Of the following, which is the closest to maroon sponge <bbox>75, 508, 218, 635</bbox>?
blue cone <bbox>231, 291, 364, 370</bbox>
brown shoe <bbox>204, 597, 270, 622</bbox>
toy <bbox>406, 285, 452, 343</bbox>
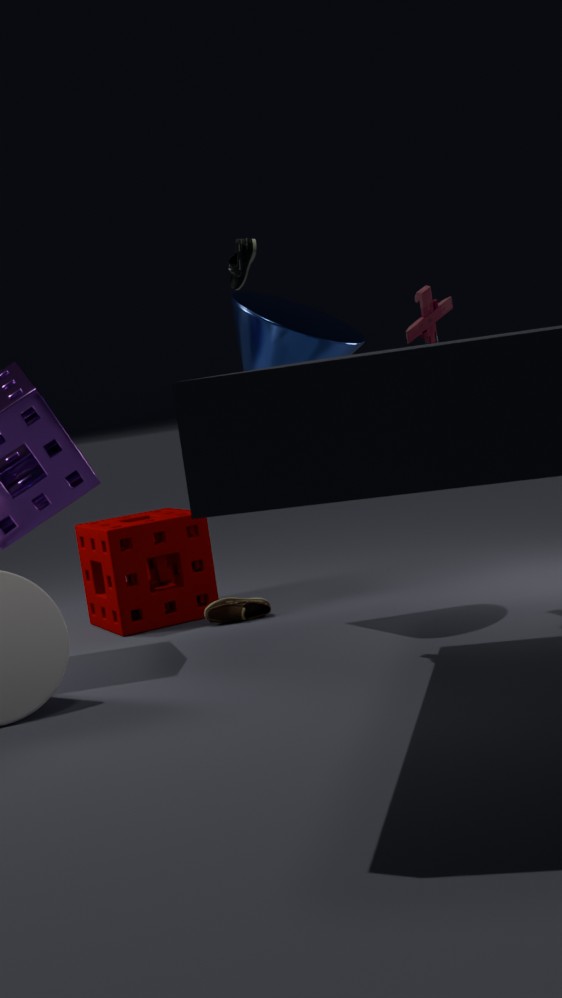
→ brown shoe <bbox>204, 597, 270, 622</bbox>
